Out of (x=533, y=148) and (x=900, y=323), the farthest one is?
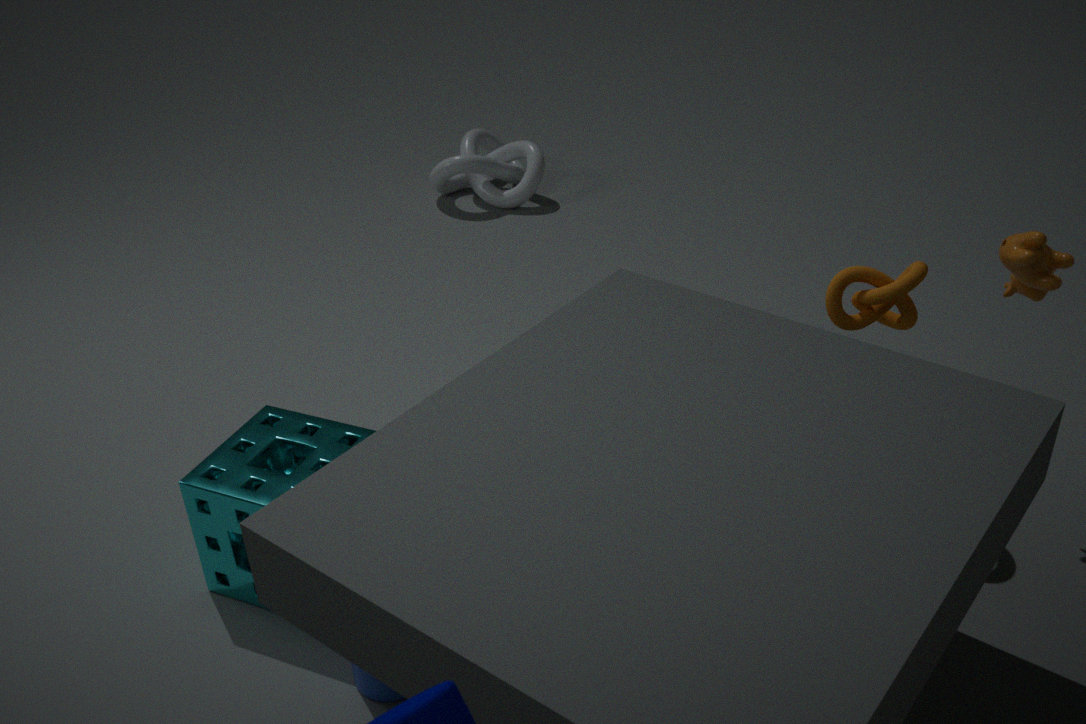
(x=533, y=148)
